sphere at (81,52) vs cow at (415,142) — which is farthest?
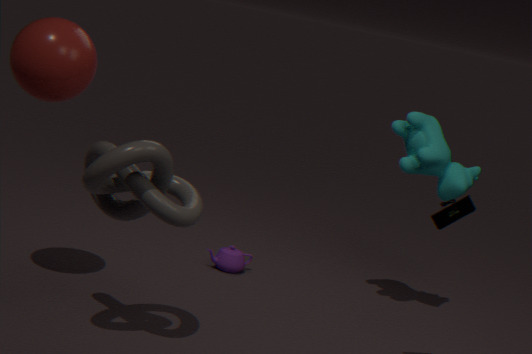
cow at (415,142)
